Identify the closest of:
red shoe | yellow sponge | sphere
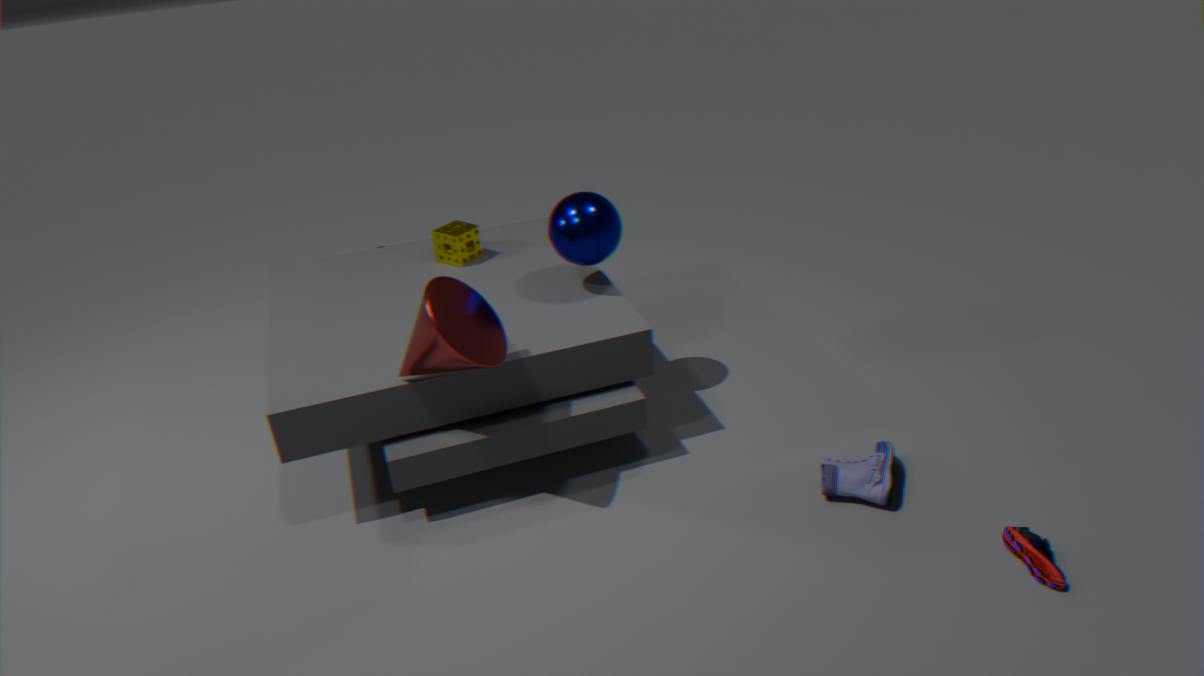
red shoe
